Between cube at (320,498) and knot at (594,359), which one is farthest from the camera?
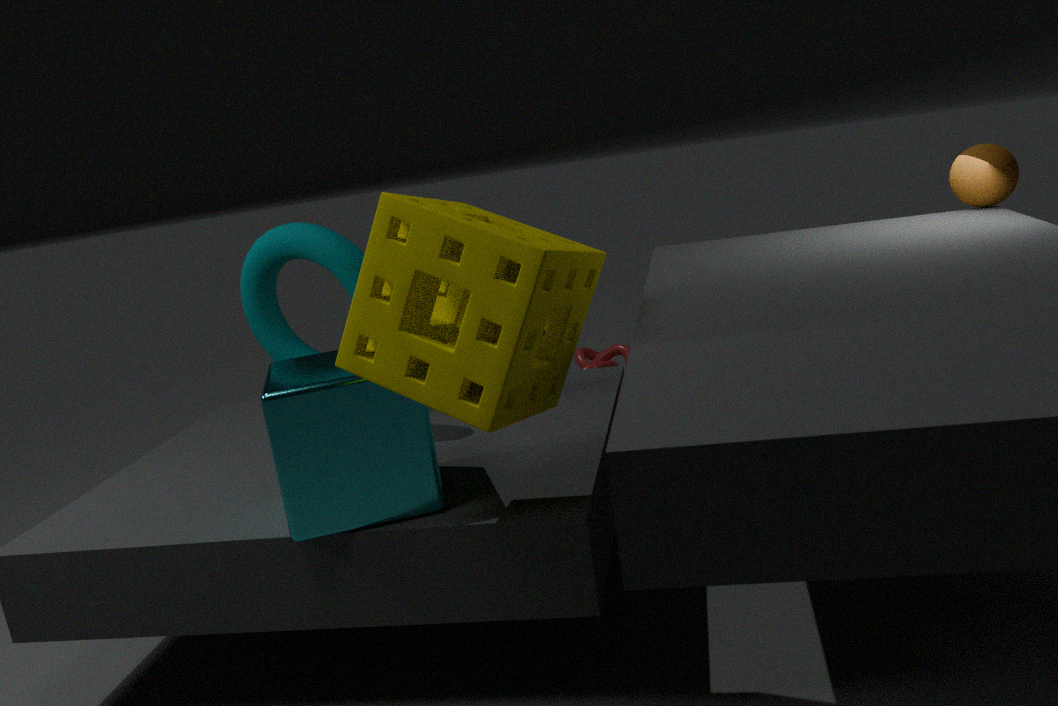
knot at (594,359)
